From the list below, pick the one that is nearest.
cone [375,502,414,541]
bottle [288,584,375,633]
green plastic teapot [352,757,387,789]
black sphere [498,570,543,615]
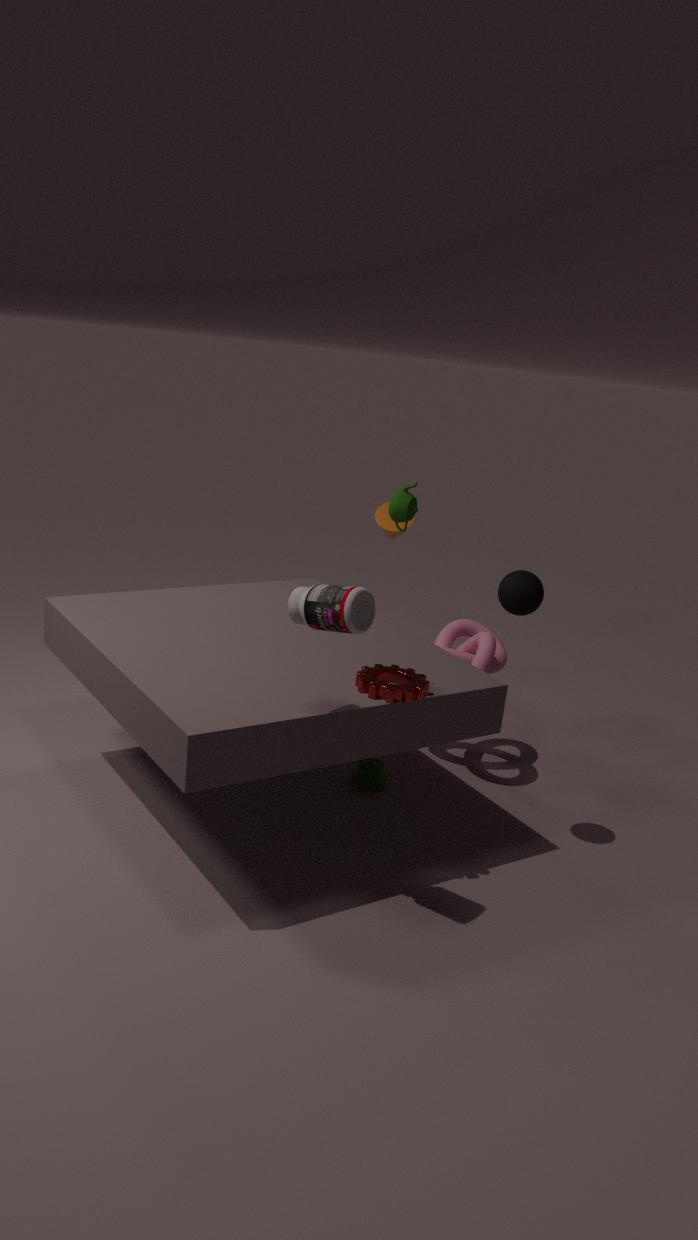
bottle [288,584,375,633]
